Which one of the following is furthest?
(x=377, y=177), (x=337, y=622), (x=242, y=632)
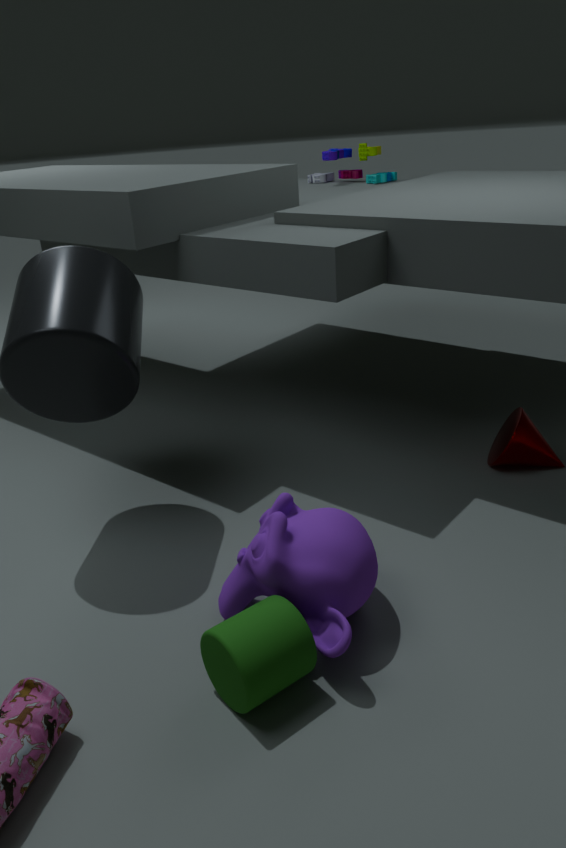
(x=377, y=177)
